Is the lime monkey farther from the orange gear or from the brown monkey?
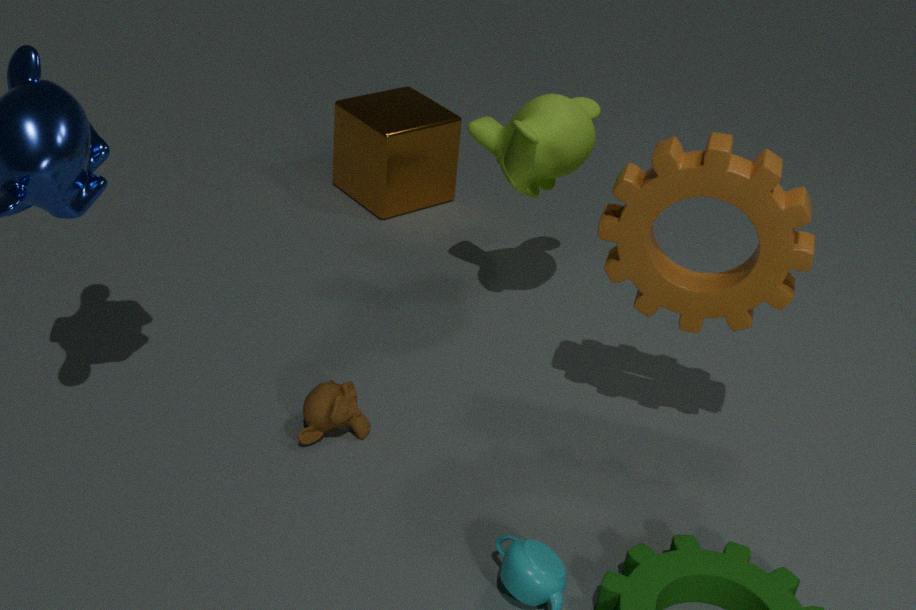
the brown monkey
